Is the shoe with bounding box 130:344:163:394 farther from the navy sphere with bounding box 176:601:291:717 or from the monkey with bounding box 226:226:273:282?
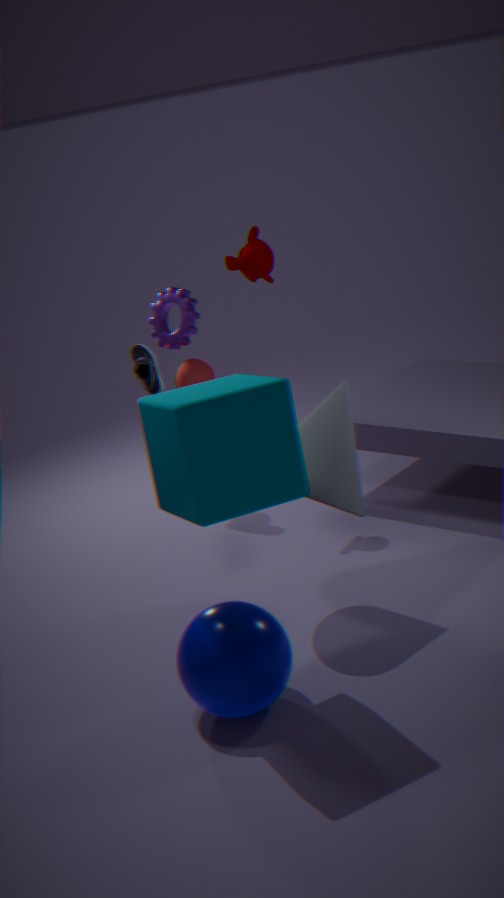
the navy sphere with bounding box 176:601:291:717
